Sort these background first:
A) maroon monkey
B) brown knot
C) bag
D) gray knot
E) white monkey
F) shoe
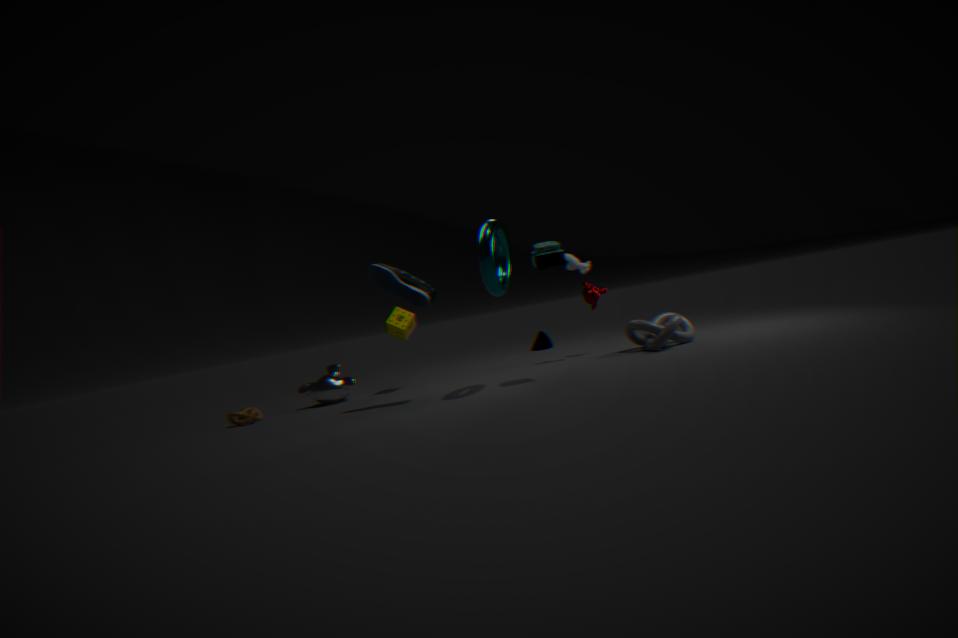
maroon monkey
white monkey
brown knot
gray knot
shoe
bag
